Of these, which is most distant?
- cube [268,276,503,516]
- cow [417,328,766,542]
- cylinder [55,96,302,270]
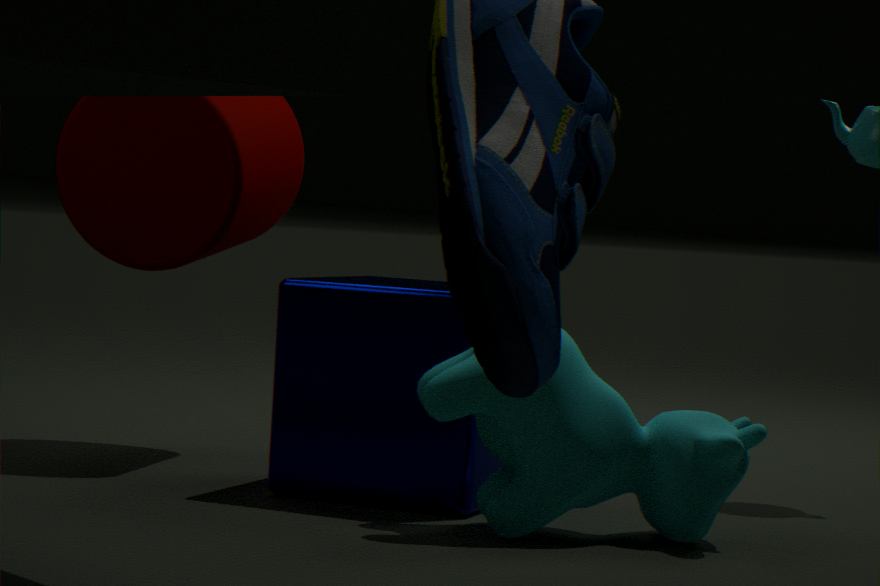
cylinder [55,96,302,270]
